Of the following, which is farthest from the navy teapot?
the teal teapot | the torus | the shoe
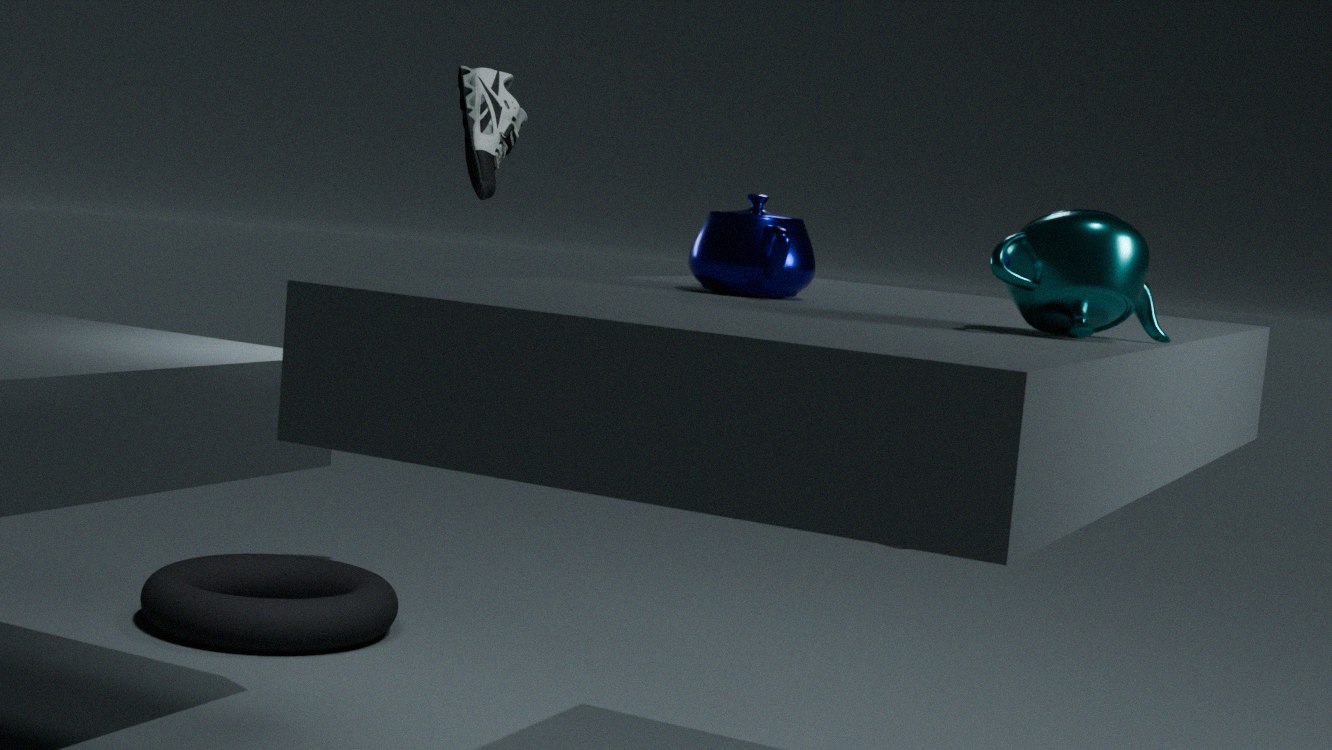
the torus
